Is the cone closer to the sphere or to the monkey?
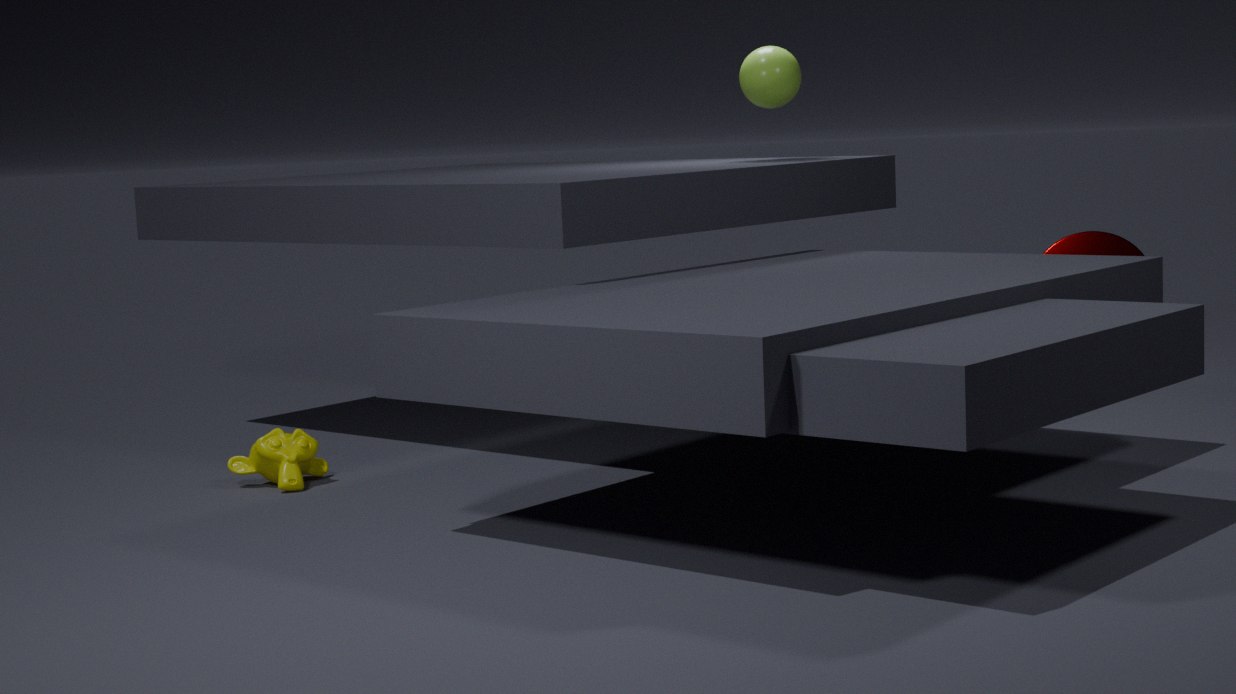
the sphere
